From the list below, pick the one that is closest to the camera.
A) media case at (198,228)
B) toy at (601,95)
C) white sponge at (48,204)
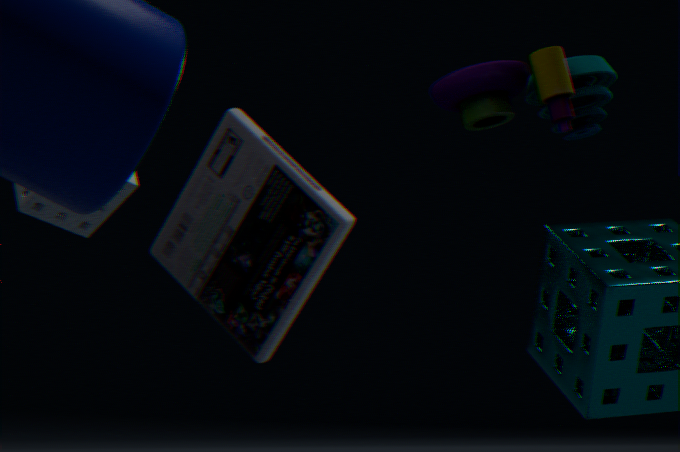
white sponge at (48,204)
